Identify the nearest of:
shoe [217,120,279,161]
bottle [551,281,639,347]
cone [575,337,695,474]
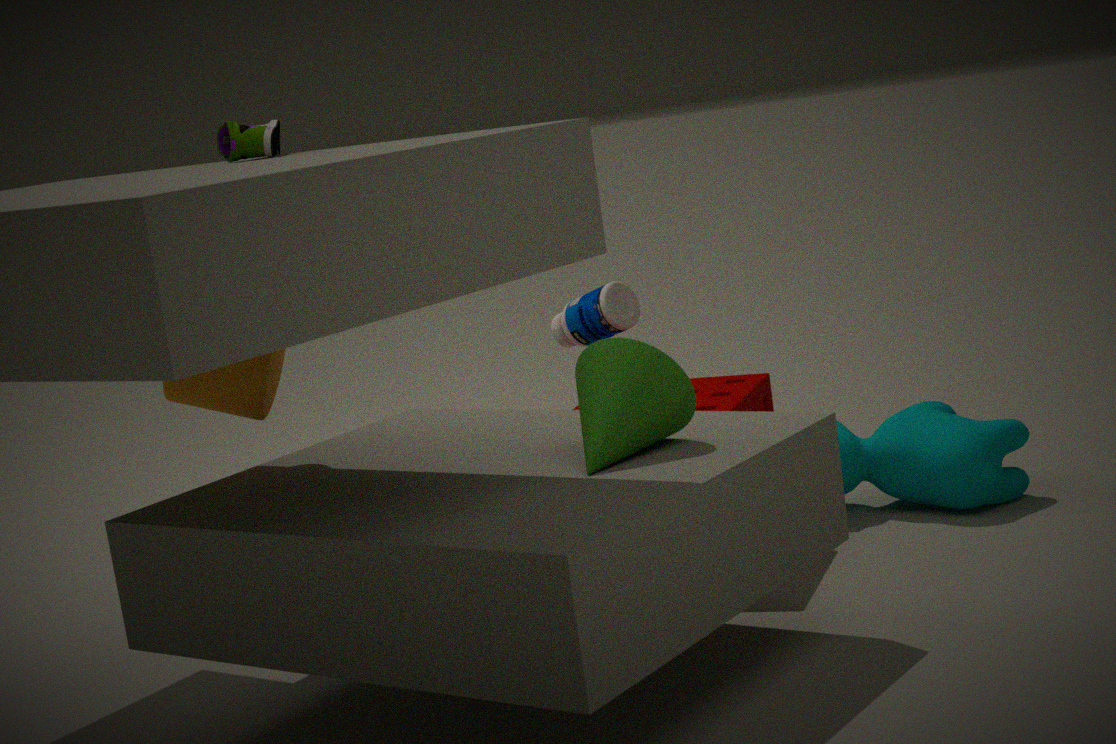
cone [575,337,695,474]
